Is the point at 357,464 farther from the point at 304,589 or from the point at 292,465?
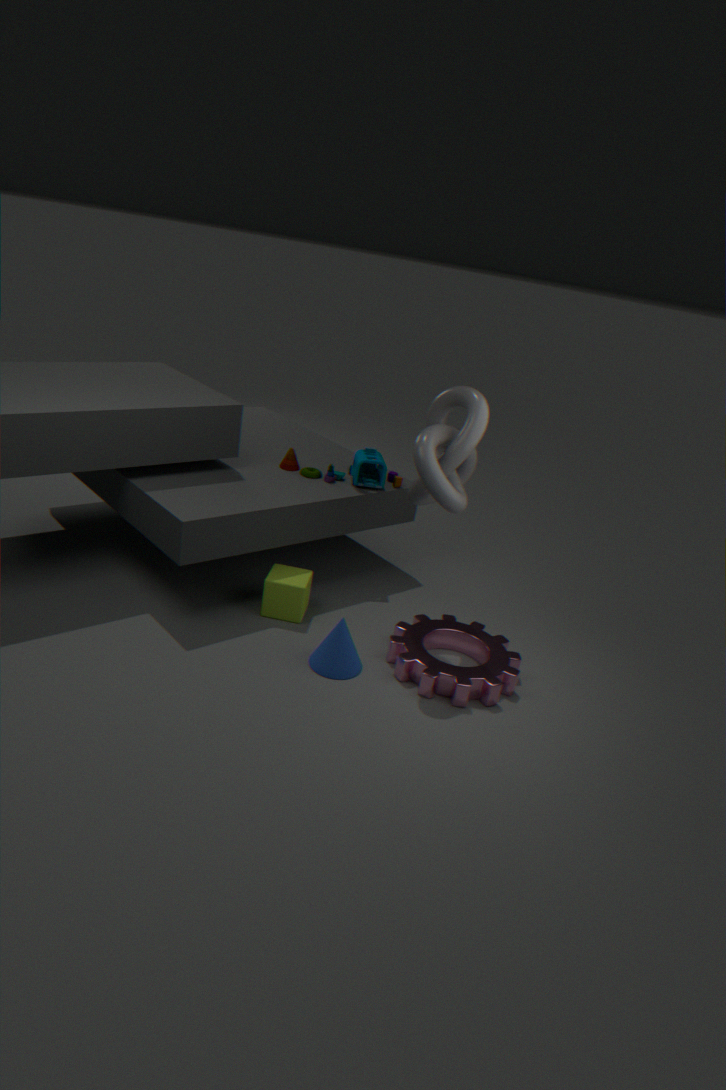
the point at 304,589
